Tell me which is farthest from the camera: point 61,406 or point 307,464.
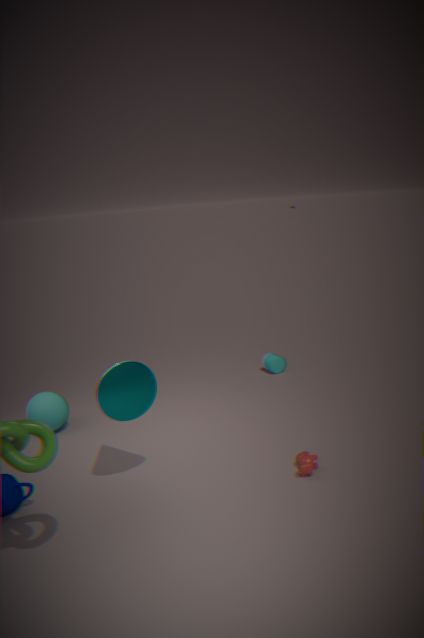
point 61,406
